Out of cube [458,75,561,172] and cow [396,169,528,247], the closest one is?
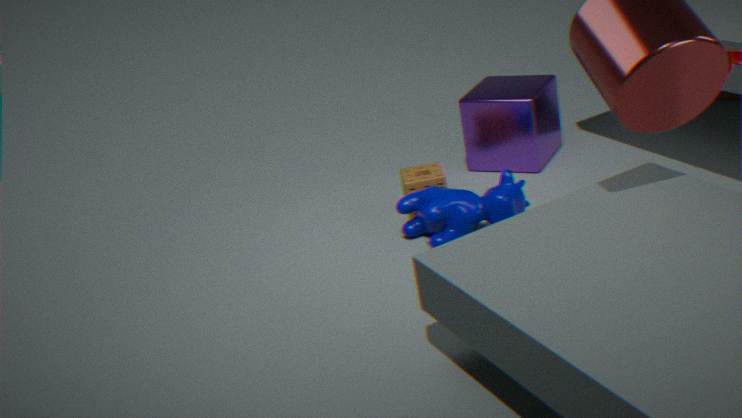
cow [396,169,528,247]
